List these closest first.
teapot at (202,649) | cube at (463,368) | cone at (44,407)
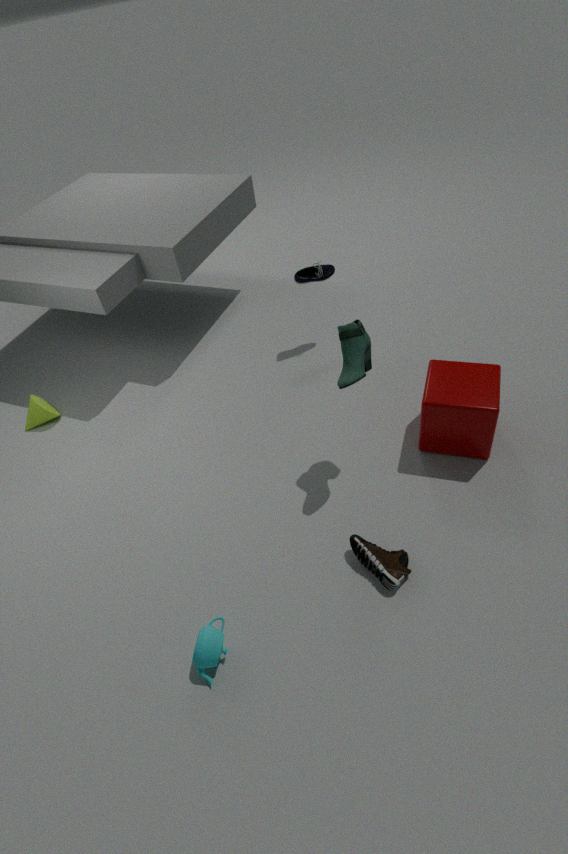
teapot at (202,649) < cube at (463,368) < cone at (44,407)
